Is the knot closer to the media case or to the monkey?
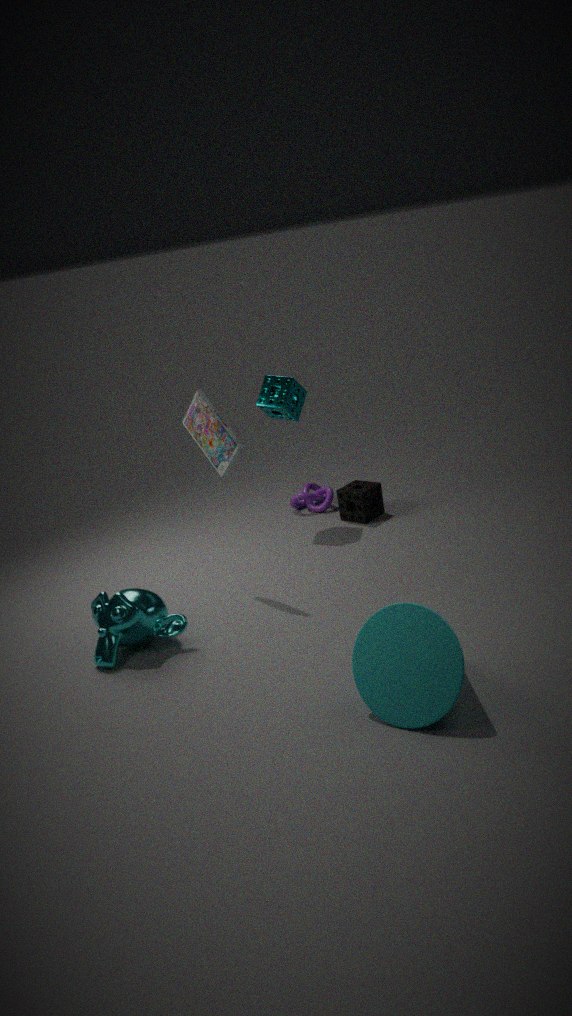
the media case
